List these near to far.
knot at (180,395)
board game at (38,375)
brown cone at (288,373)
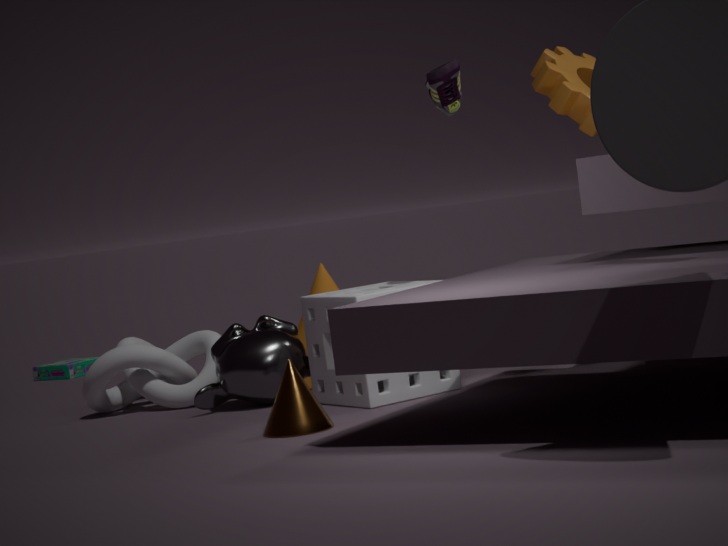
brown cone at (288,373), knot at (180,395), board game at (38,375)
